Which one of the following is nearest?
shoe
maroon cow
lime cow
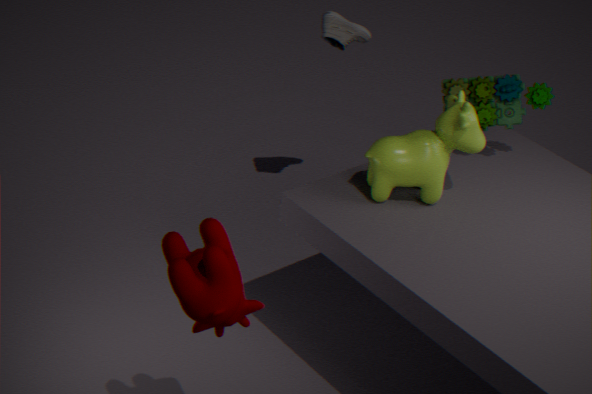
maroon cow
